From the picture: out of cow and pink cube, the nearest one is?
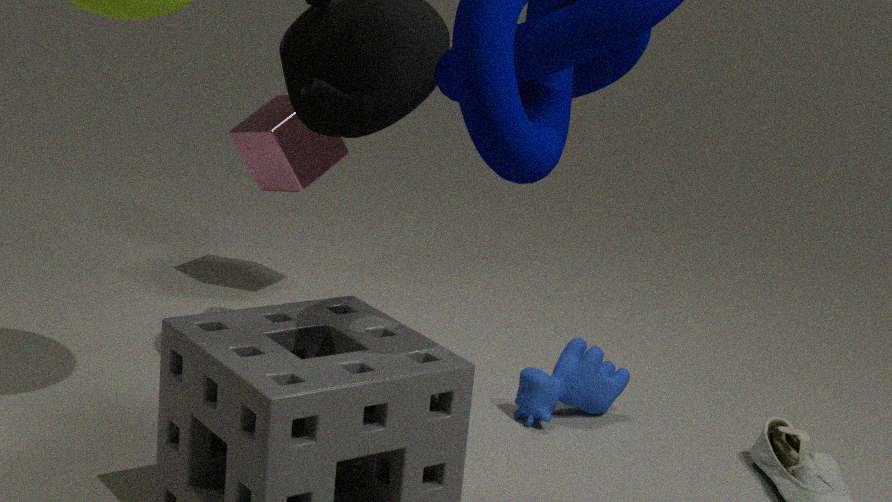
cow
